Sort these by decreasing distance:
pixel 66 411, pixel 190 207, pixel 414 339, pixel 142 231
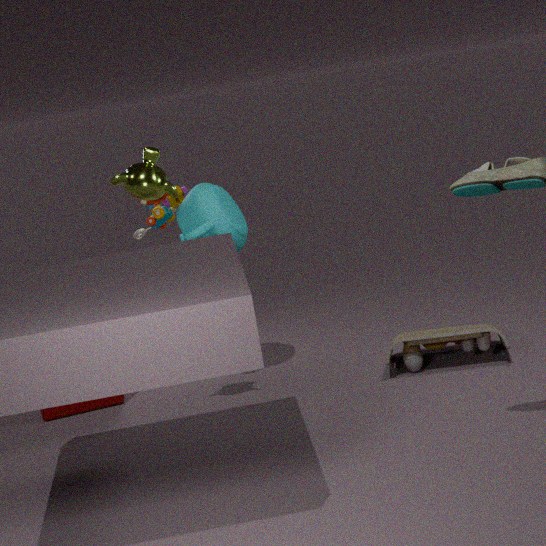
1. pixel 142 231
2. pixel 66 411
3. pixel 190 207
4. pixel 414 339
